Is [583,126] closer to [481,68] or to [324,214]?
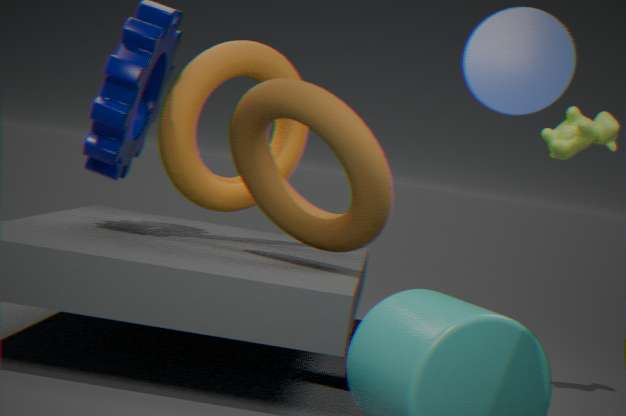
[324,214]
